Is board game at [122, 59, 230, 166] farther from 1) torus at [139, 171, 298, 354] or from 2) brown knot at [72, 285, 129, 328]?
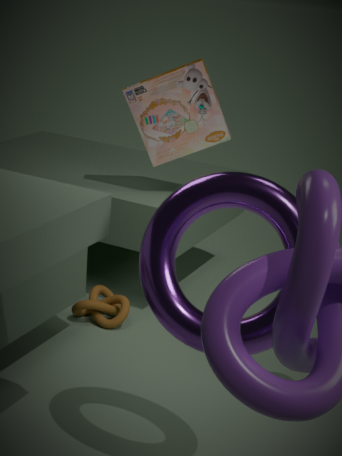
1) torus at [139, 171, 298, 354]
